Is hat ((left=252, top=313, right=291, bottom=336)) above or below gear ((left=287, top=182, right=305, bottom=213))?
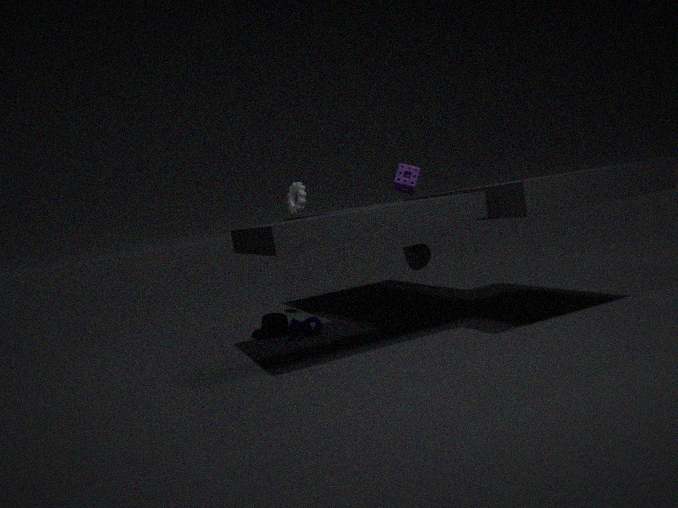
below
